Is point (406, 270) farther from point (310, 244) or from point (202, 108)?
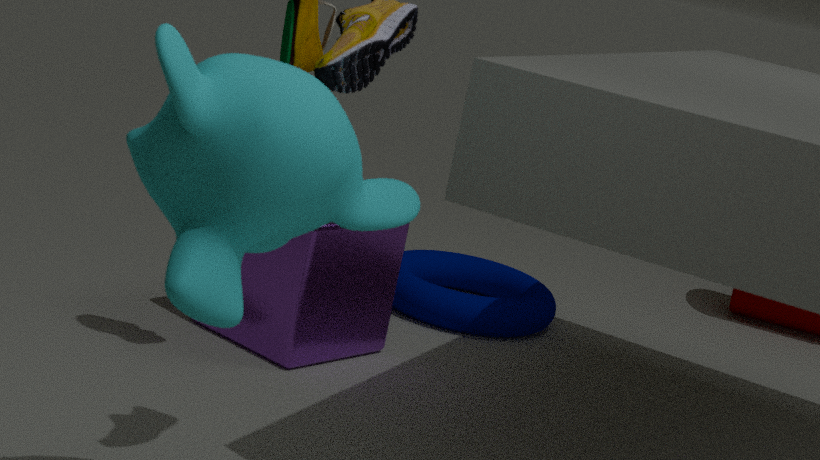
point (202, 108)
